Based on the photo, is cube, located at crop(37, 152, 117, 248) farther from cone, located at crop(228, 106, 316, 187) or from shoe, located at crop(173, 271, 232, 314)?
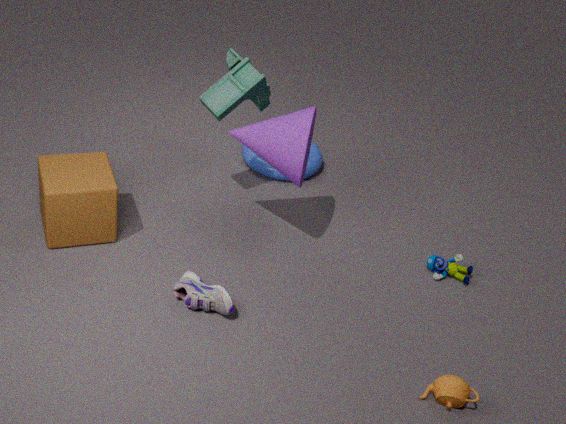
cone, located at crop(228, 106, 316, 187)
